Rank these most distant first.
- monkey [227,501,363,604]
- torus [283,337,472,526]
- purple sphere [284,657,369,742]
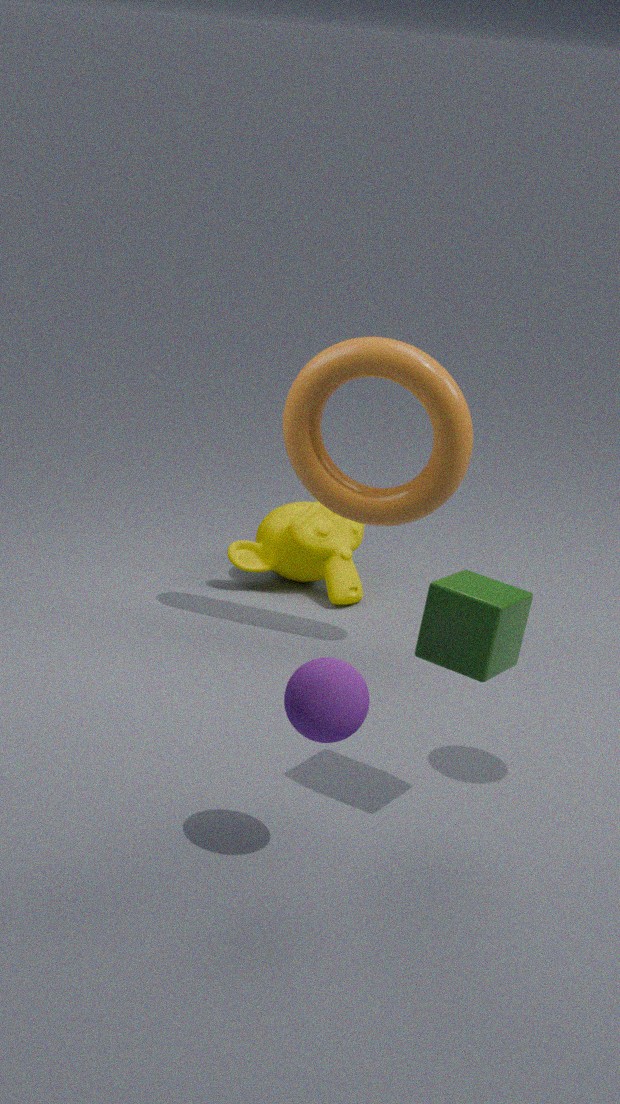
monkey [227,501,363,604]
torus [283,337,472,526]
purple sphere [284,657,369,742]
